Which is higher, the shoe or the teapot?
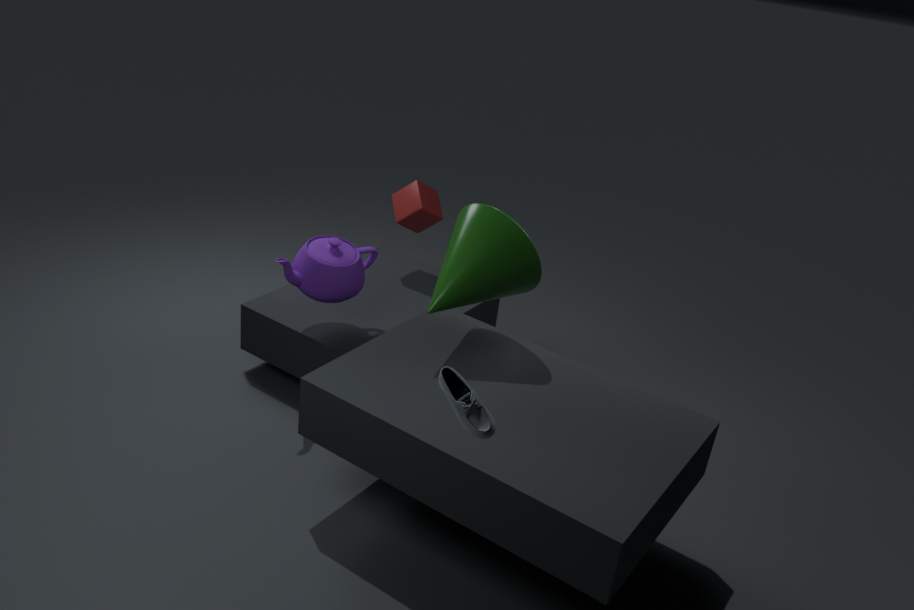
the shoe
